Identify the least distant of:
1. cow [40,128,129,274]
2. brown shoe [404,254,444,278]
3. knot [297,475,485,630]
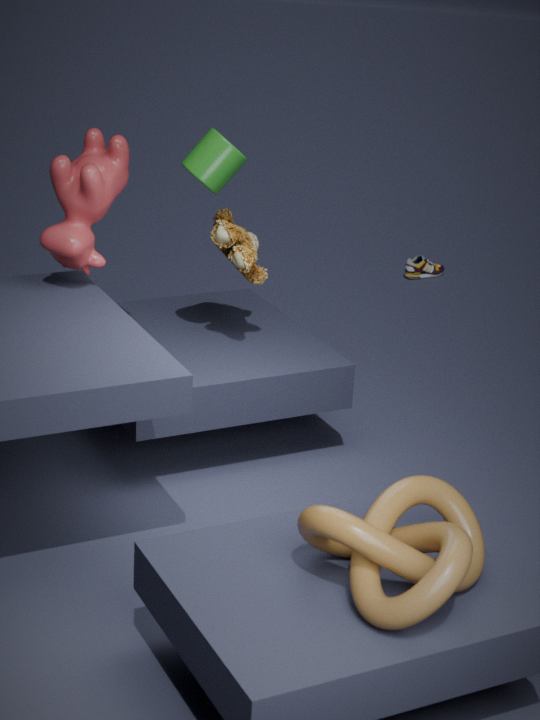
knot [297,475,485,630]
